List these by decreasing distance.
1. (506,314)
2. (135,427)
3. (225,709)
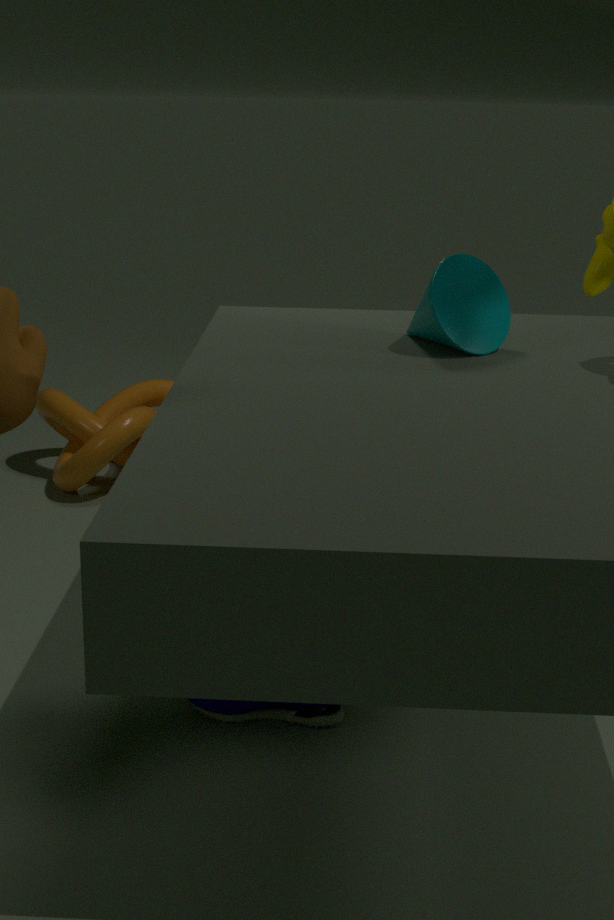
(135,427) < (506,314) < (225,709)
